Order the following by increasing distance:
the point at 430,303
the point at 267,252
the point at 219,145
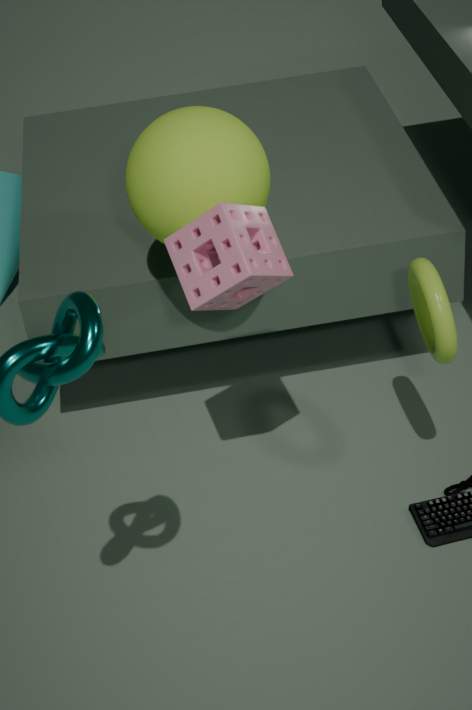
1. the point at 267,252
2. the point at 430,303
3. the point at 219,145
